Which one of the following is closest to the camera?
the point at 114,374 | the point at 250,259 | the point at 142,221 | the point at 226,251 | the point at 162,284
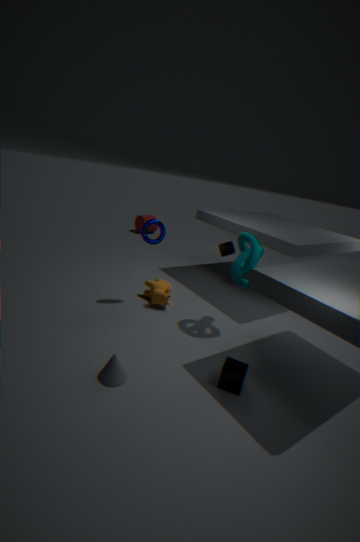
the point at 114,374
